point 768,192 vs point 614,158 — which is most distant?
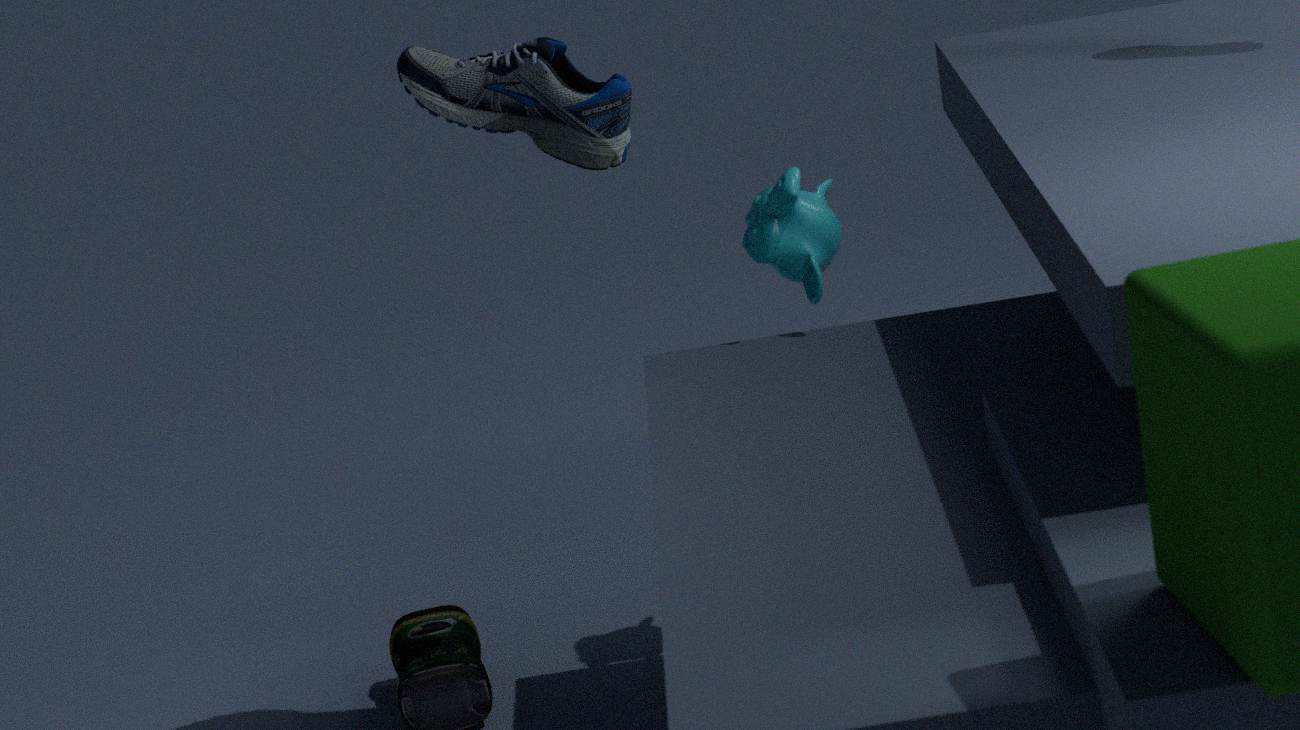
point 768,192
